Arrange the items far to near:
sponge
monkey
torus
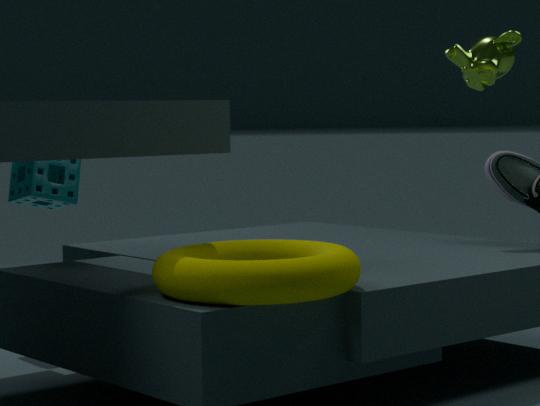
sponge
monkey
torus
